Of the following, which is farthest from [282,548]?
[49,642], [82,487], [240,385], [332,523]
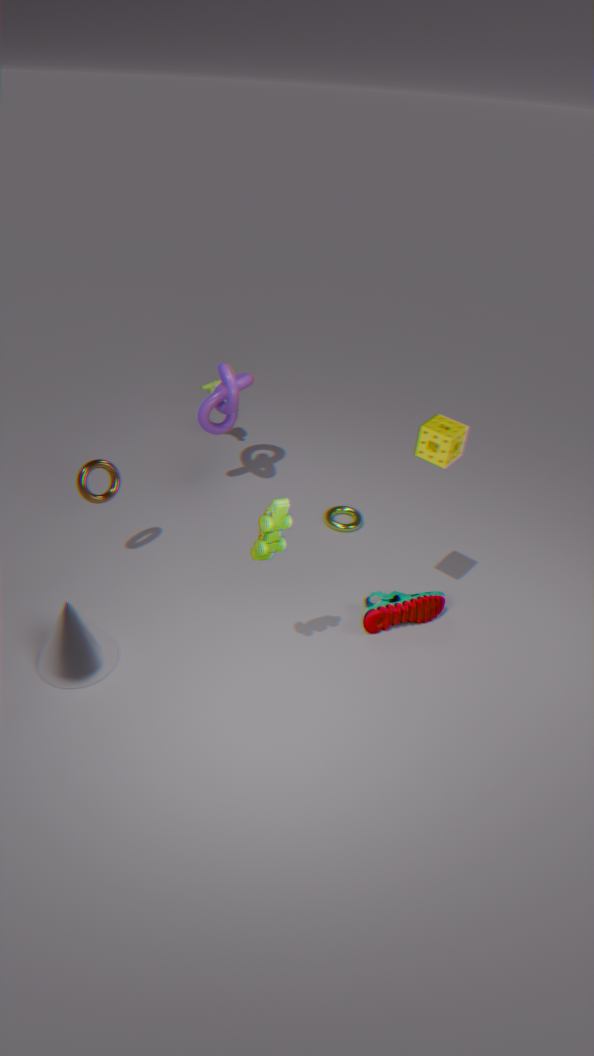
[240,385]
